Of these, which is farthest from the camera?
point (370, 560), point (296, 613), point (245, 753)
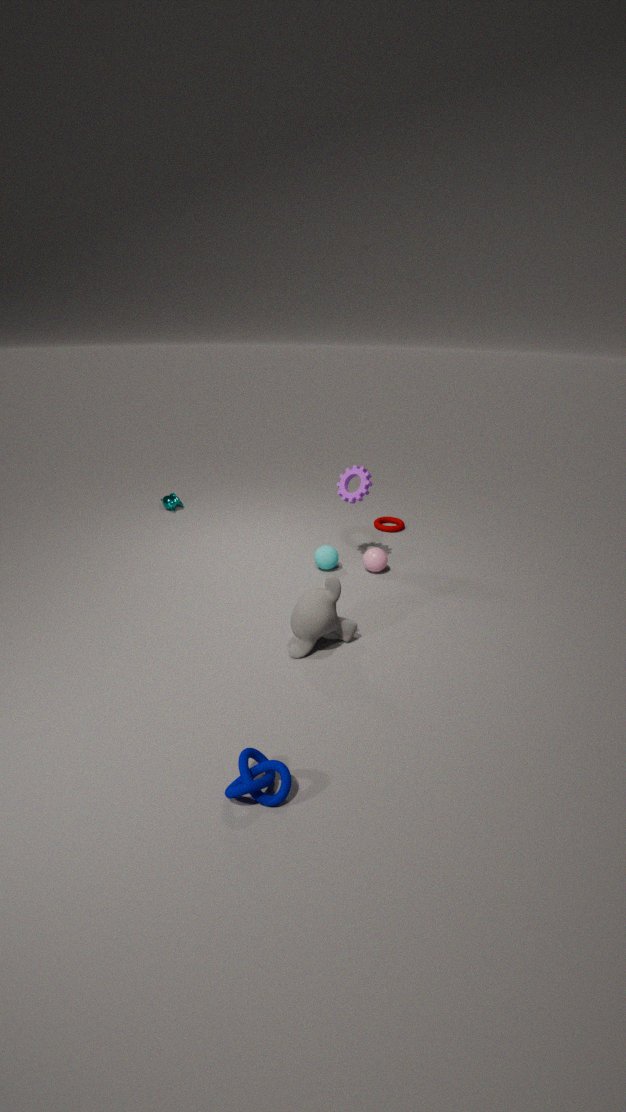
point (370, 560)
